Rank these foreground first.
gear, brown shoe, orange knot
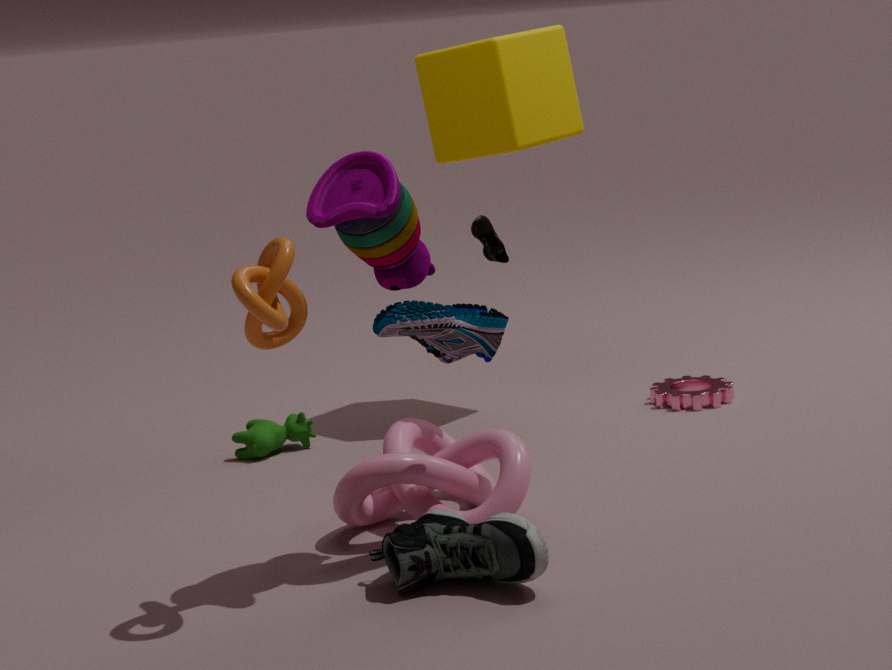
1. orange knot
2. brown shoe
3. gear
